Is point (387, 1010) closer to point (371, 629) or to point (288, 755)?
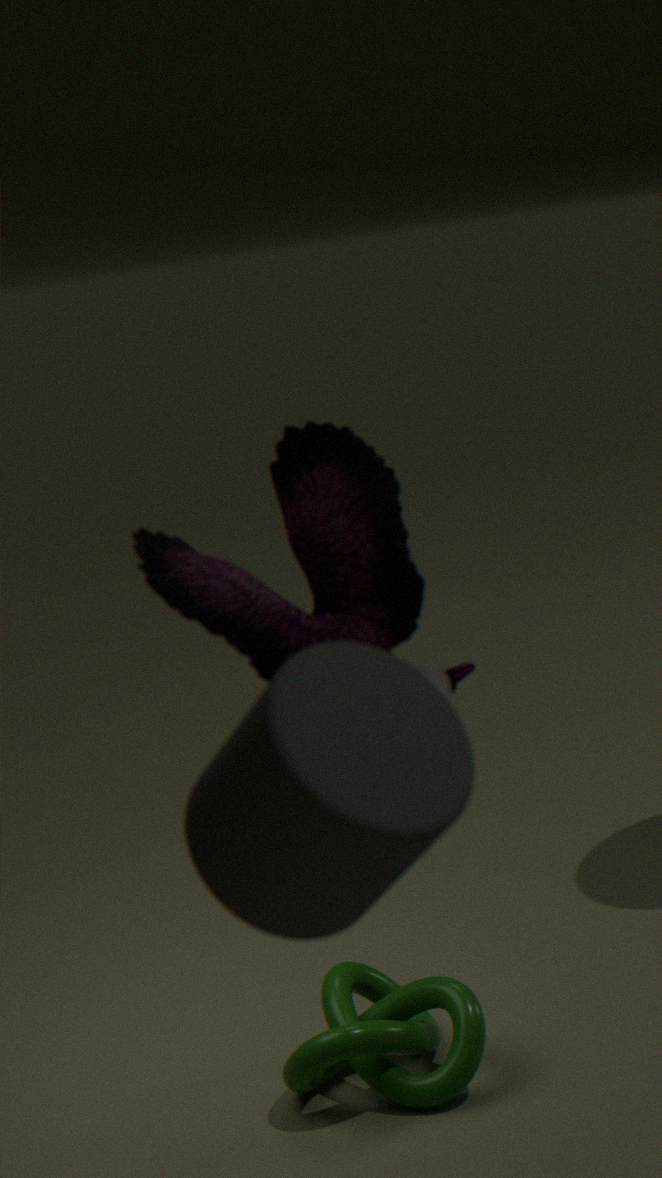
point (371, 629)
